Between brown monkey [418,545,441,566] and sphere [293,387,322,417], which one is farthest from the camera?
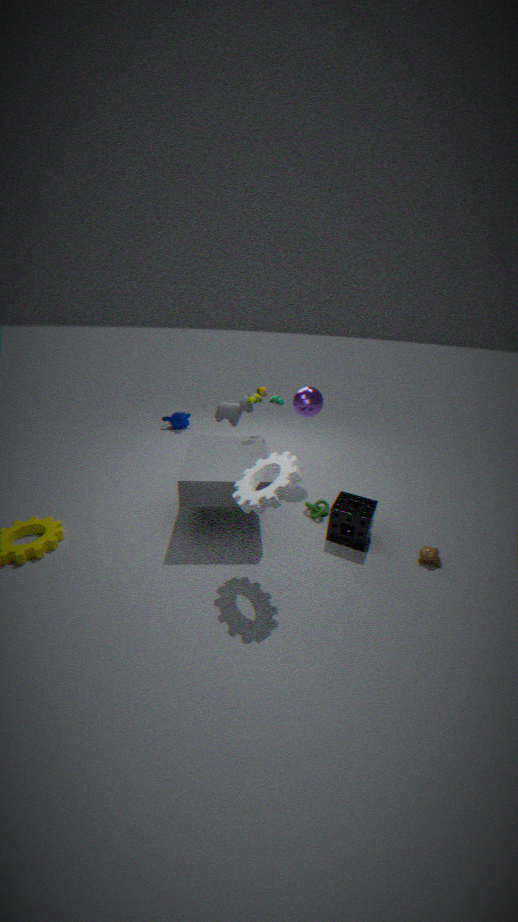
sphere [293,387,322,417]
